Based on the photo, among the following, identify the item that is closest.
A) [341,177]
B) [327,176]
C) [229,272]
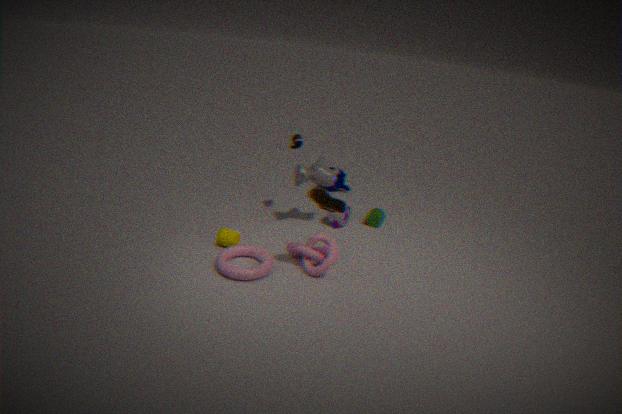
[229,272]
